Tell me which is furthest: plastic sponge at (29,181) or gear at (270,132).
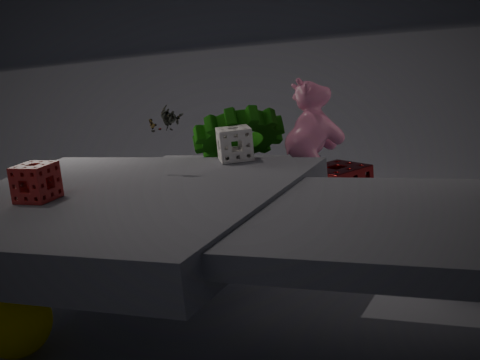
gear at (270,132)
